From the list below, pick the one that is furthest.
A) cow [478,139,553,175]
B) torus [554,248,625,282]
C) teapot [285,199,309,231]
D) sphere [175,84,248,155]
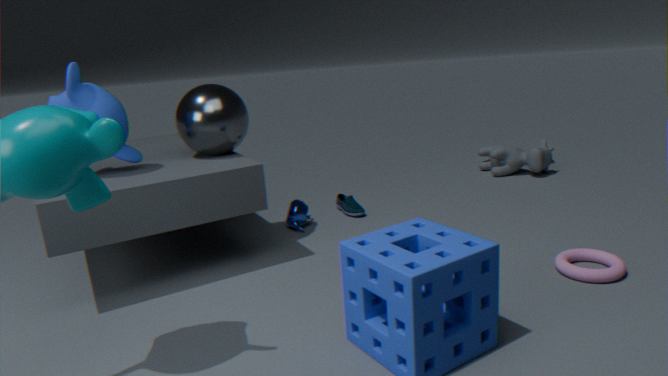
cow [478,139,553,175]
